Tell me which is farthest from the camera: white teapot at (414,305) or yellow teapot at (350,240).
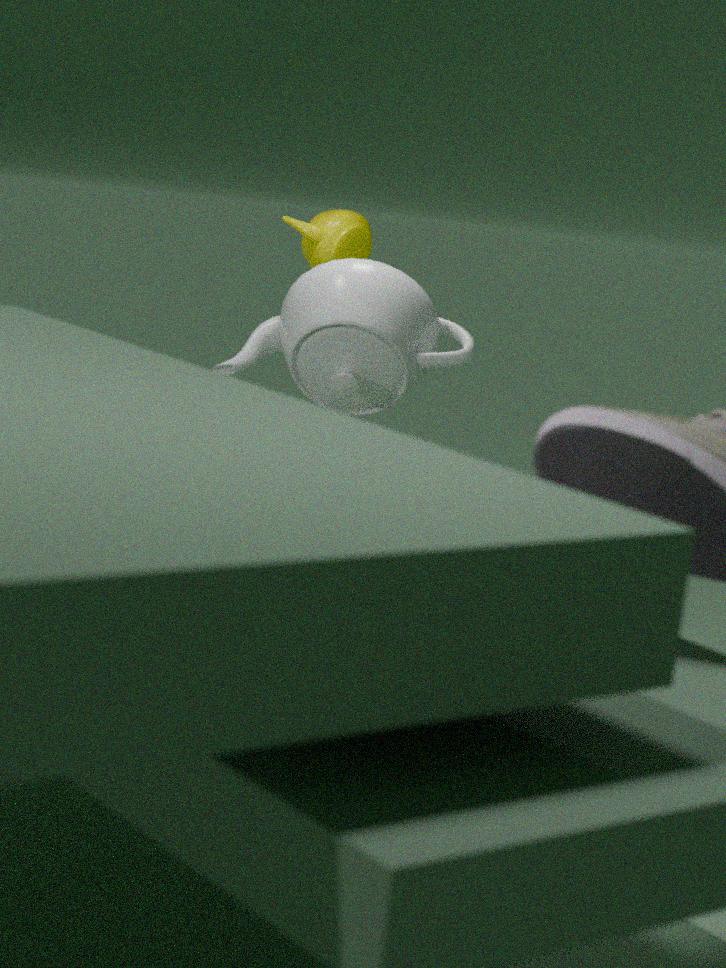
yellow teapot at (350,240)
